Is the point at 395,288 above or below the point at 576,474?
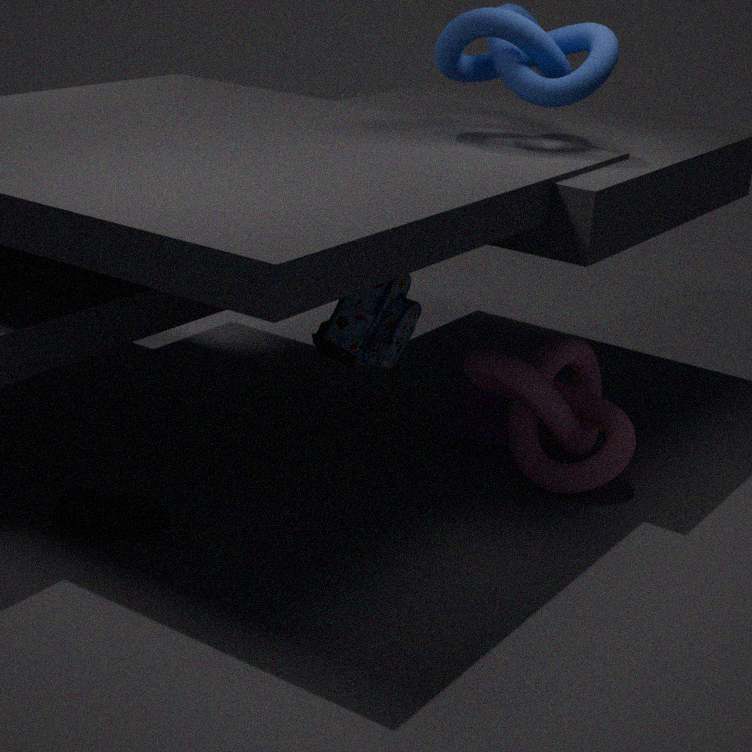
above
